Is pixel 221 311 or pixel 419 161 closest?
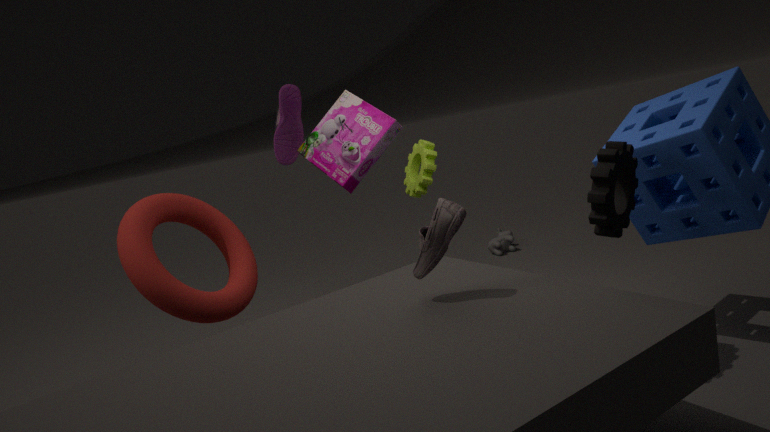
pixel 221 311
